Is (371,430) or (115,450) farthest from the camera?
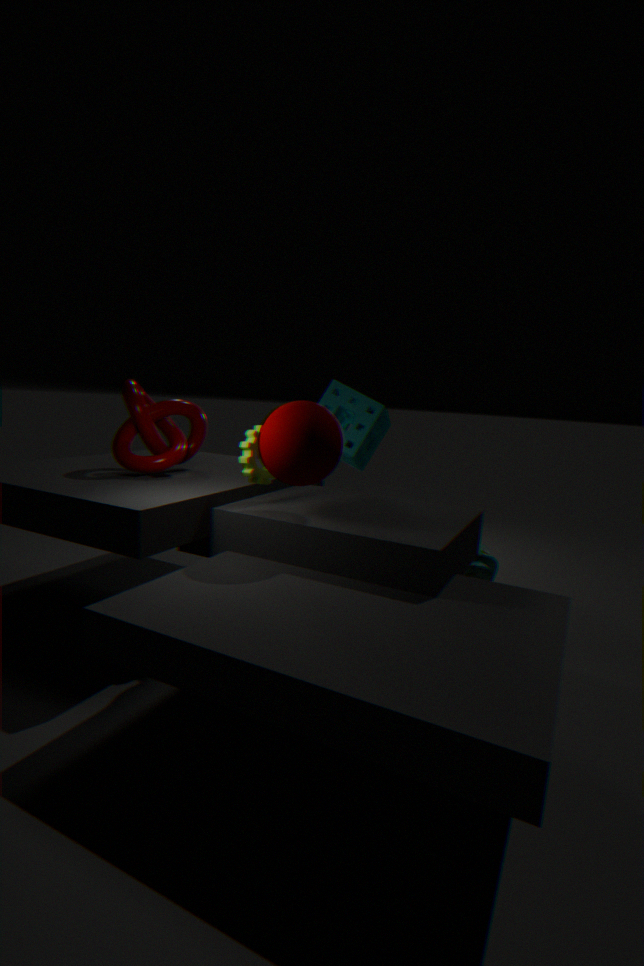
(371,430)
